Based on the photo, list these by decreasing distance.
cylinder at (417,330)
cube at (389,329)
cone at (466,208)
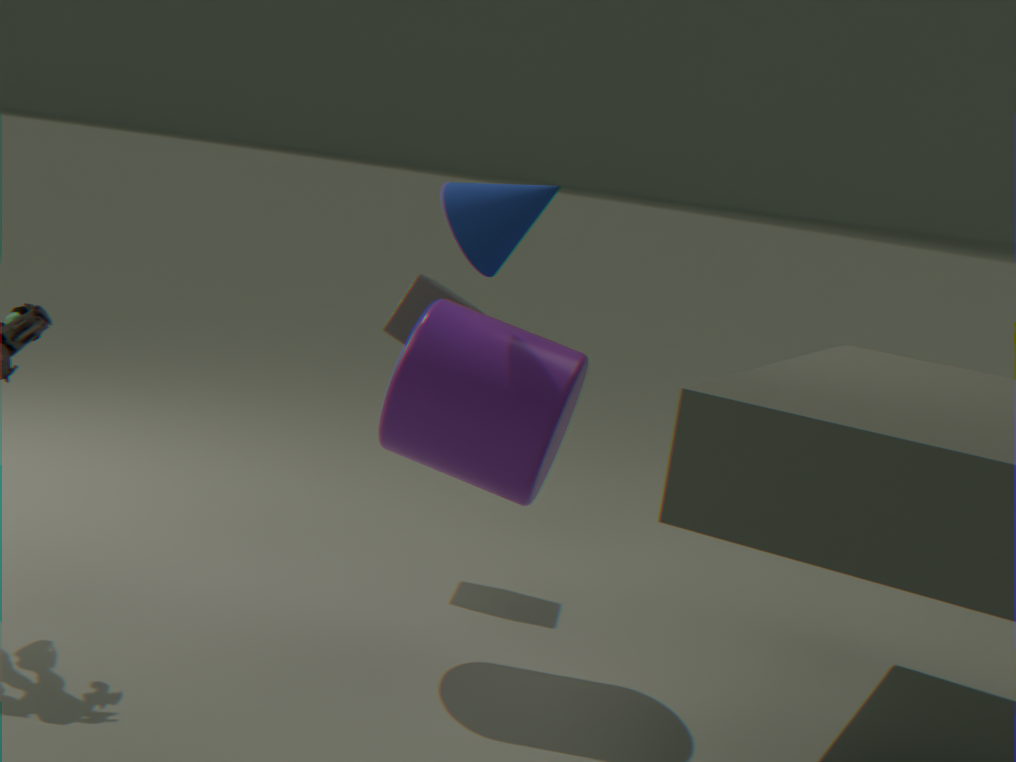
cube at (389,329) < cylinder at (417,330) < cone at (466,208)
